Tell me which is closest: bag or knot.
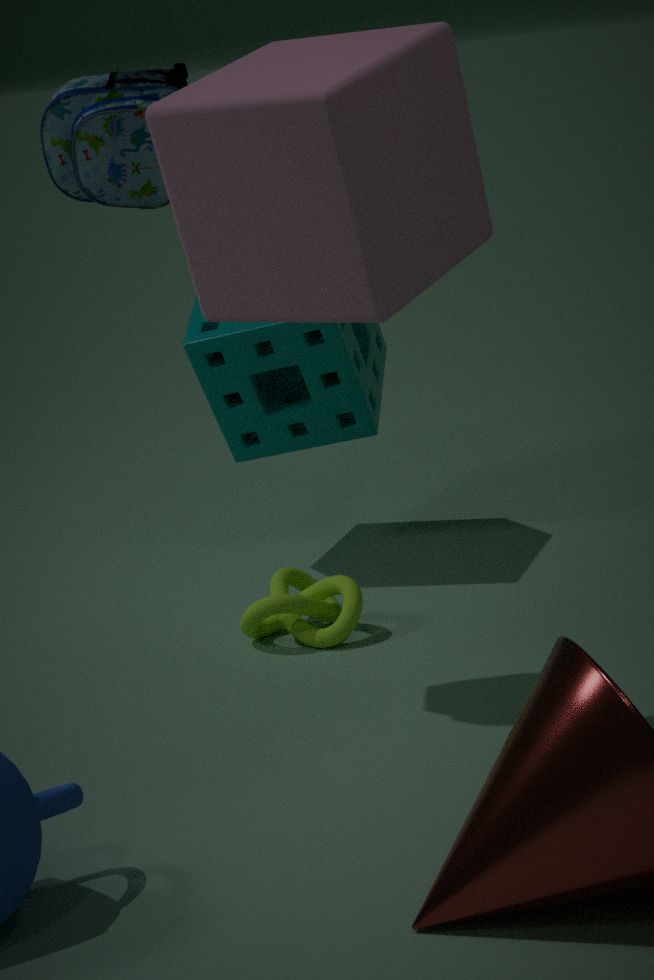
bag
